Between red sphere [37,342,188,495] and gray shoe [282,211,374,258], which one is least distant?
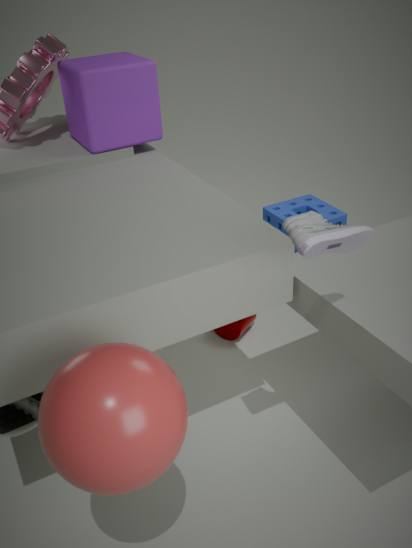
red sphere [37,342,188,495]
